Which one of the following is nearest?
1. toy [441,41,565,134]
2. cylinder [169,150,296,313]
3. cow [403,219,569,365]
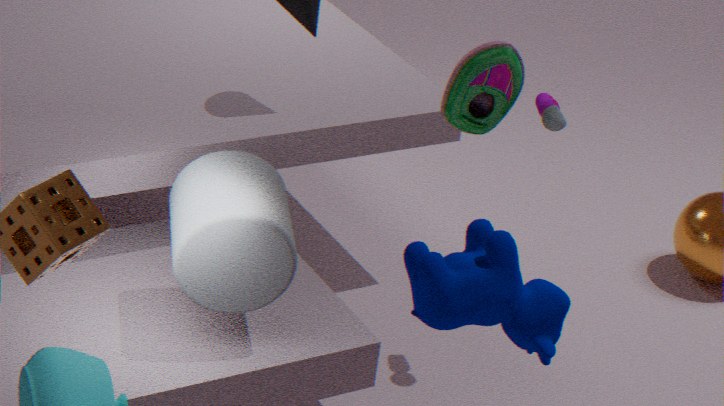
cow [403,219,569,365]
